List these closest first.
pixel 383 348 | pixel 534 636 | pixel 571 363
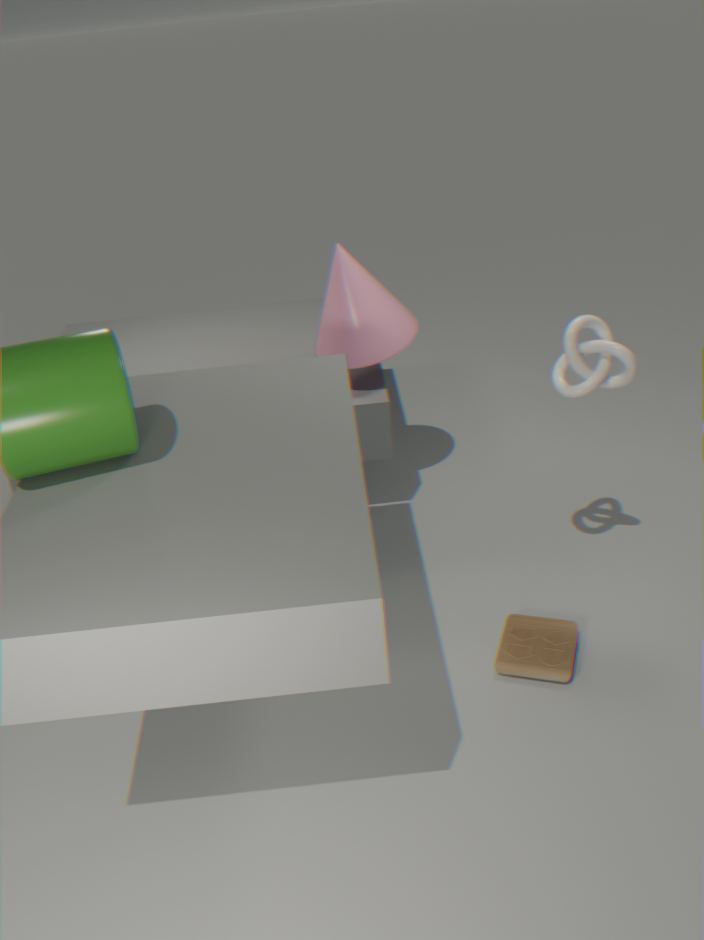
pixel 571 363 < pixel 534 636 < pixel 383 348
